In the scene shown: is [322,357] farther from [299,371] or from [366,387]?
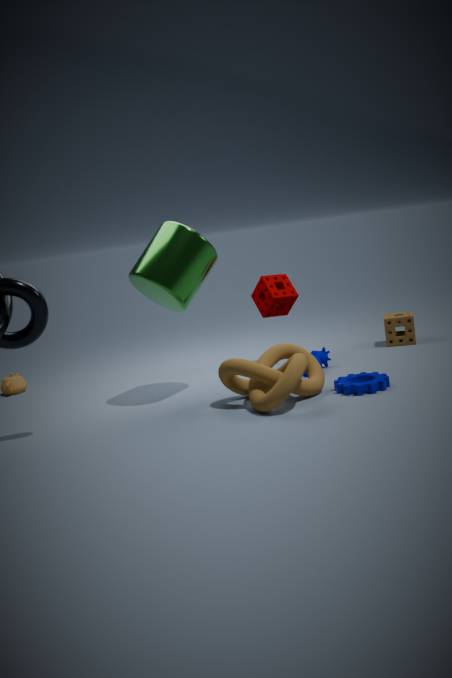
[299,371]
